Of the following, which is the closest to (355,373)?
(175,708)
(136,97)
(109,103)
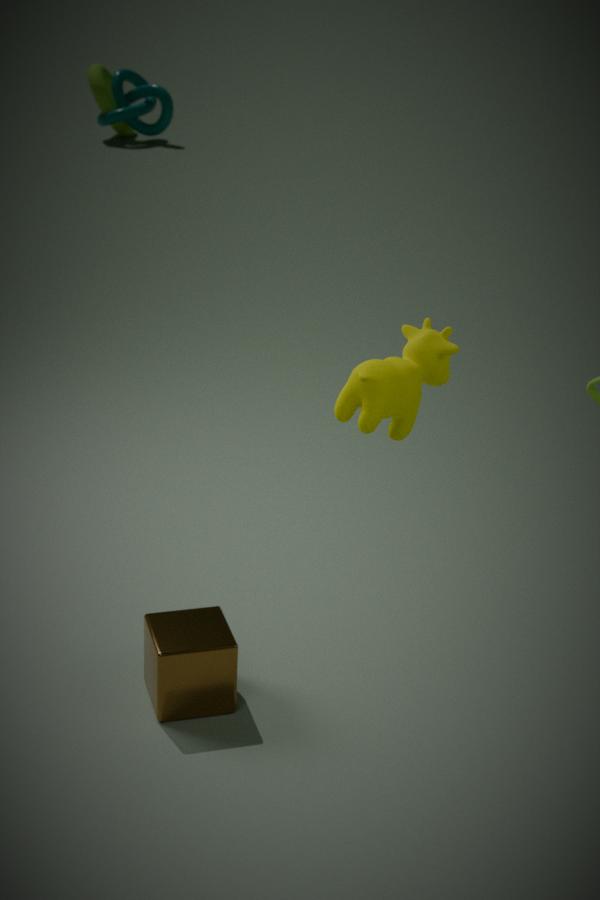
(175,708)
